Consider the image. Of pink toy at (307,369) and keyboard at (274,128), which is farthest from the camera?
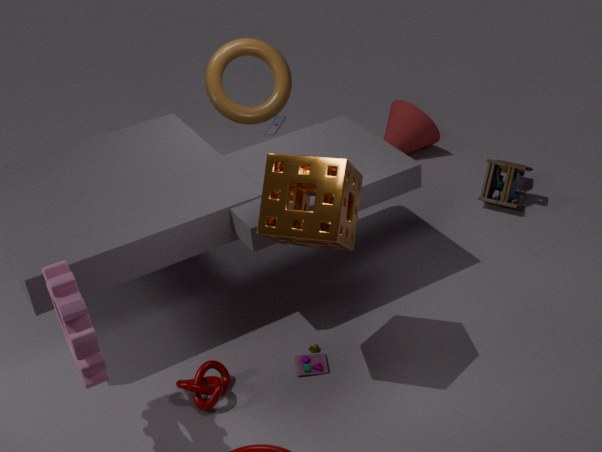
keyboard at (274,128)
